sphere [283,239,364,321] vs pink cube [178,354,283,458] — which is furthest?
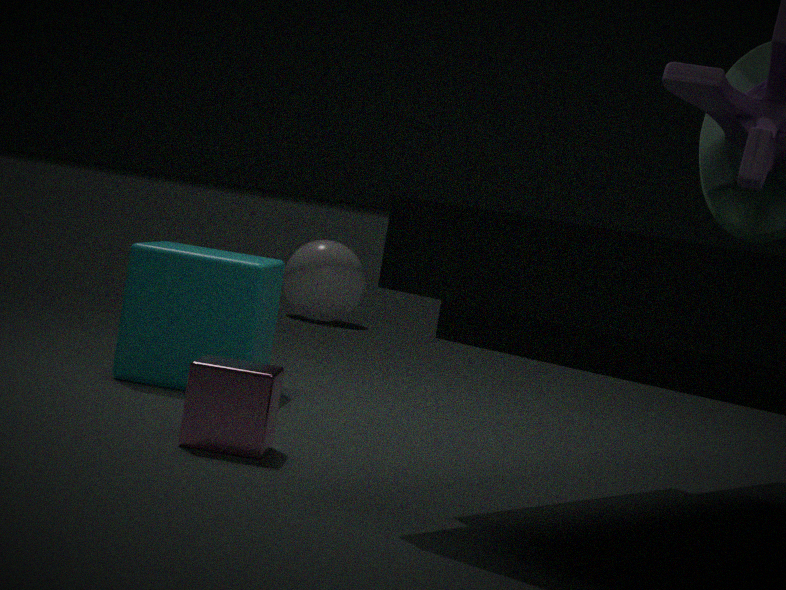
sphere [283,239,364,321]
